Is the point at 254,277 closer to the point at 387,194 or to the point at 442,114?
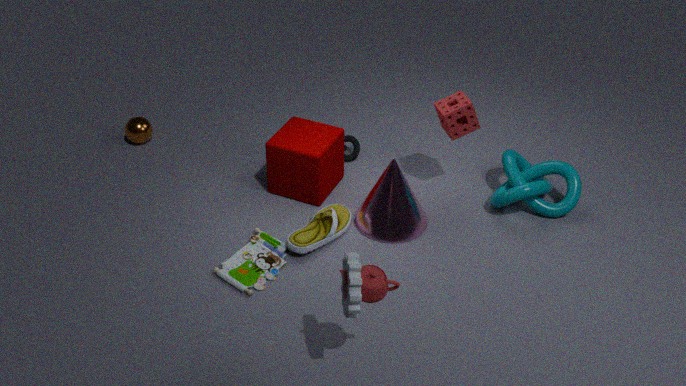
the point at 387,194
